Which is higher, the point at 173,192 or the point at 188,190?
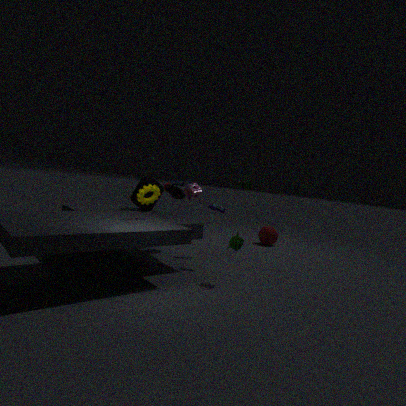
the point at 188,190
